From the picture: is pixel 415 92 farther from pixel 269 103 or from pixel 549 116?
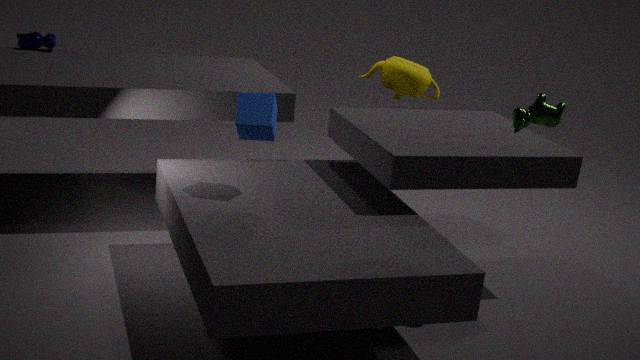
pixel 269 103
